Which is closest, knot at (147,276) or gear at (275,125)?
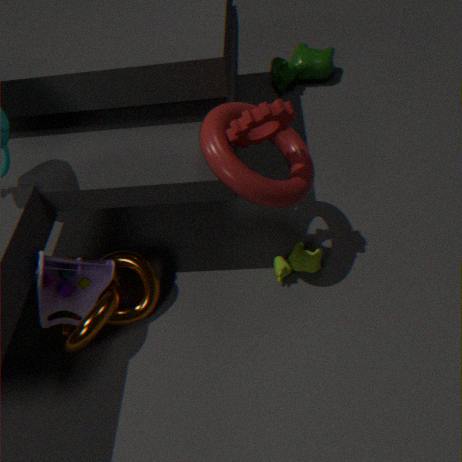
gear at (275,125)
